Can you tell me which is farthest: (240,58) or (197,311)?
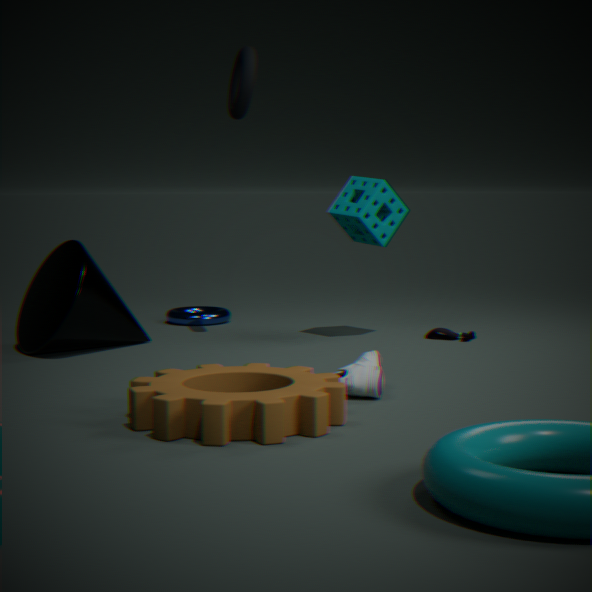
(197,311)
